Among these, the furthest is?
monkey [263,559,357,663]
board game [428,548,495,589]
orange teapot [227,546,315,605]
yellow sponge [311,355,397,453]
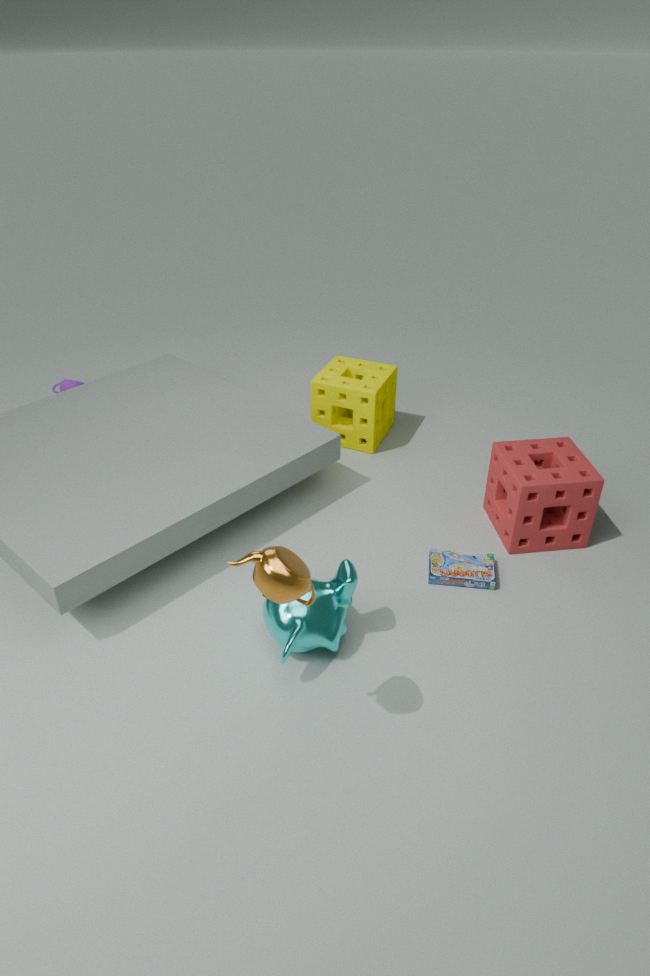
yellow sponge [311,355,397,453]
